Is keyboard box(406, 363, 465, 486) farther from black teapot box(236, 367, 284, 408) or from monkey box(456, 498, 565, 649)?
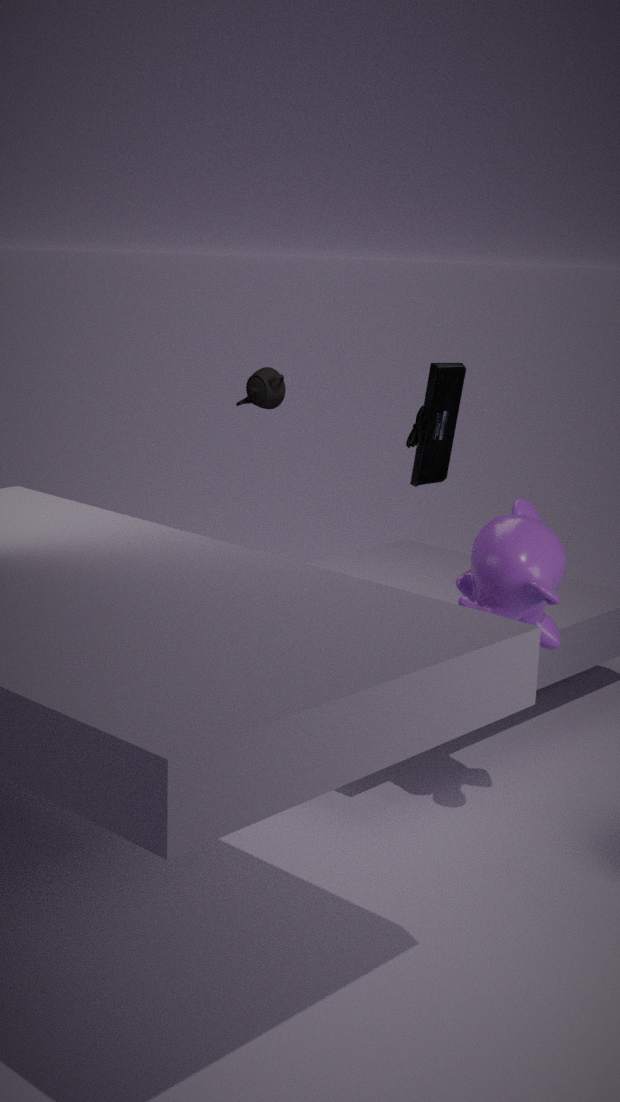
black teapot box(236, 367, 284, 408)
